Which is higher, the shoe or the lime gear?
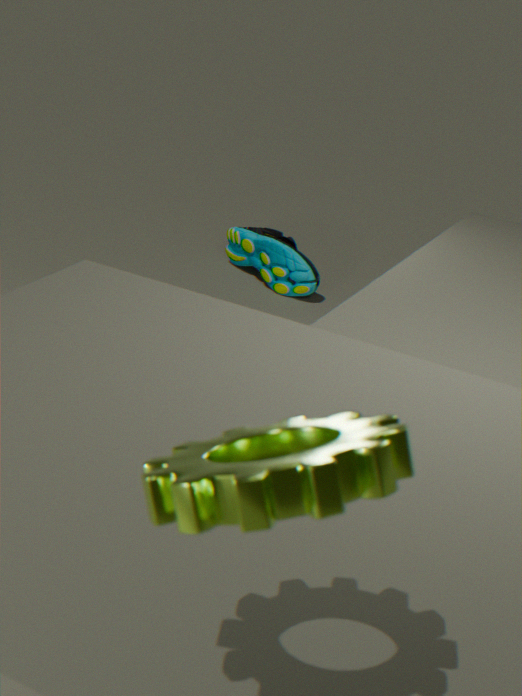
the lime gear
